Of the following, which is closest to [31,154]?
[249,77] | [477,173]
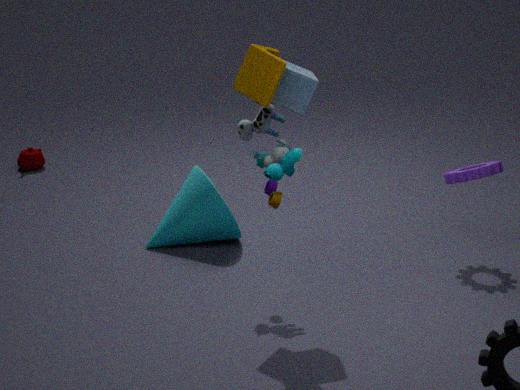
[249,77]
